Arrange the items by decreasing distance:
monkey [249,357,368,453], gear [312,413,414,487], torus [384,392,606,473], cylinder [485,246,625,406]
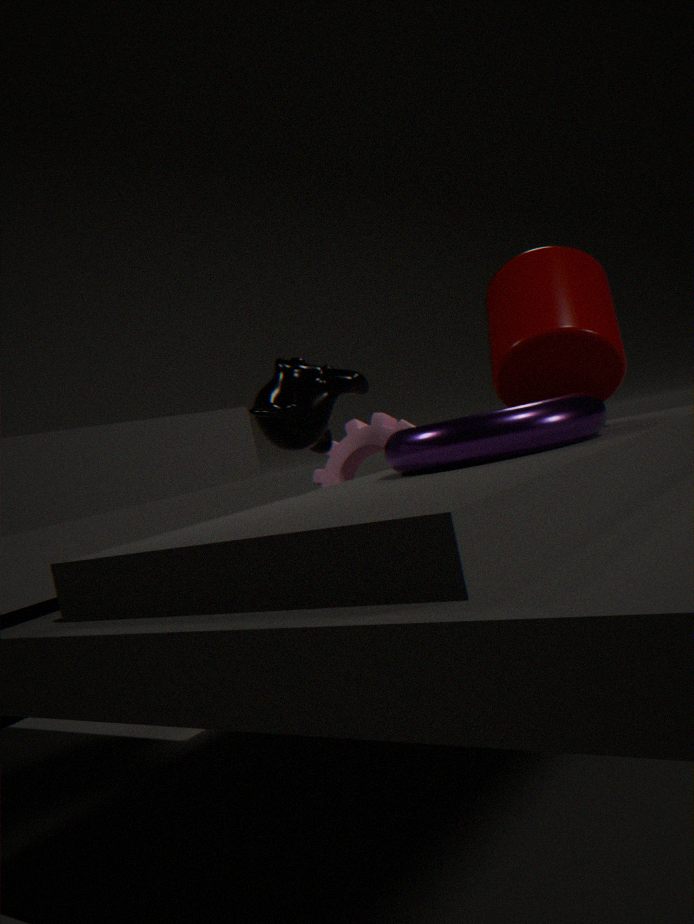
gear [312,413,414,487] < monkey [249,357,368,453] < cylinder [485,246,625,406] < torus [384,392,606,473]
